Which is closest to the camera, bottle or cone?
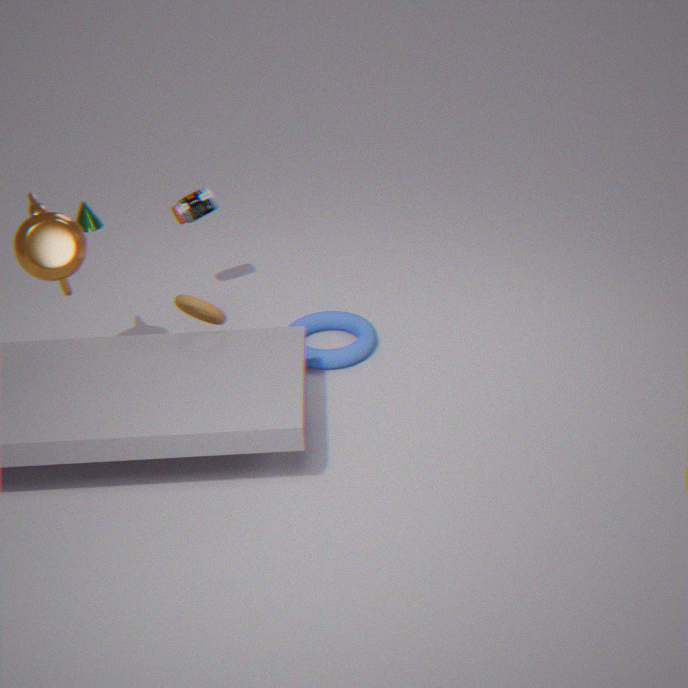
bottle
